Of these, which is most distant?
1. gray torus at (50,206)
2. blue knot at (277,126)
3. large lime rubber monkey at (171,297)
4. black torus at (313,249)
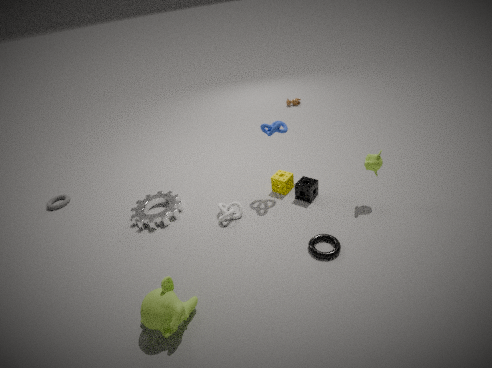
gray torus at (50,206)
